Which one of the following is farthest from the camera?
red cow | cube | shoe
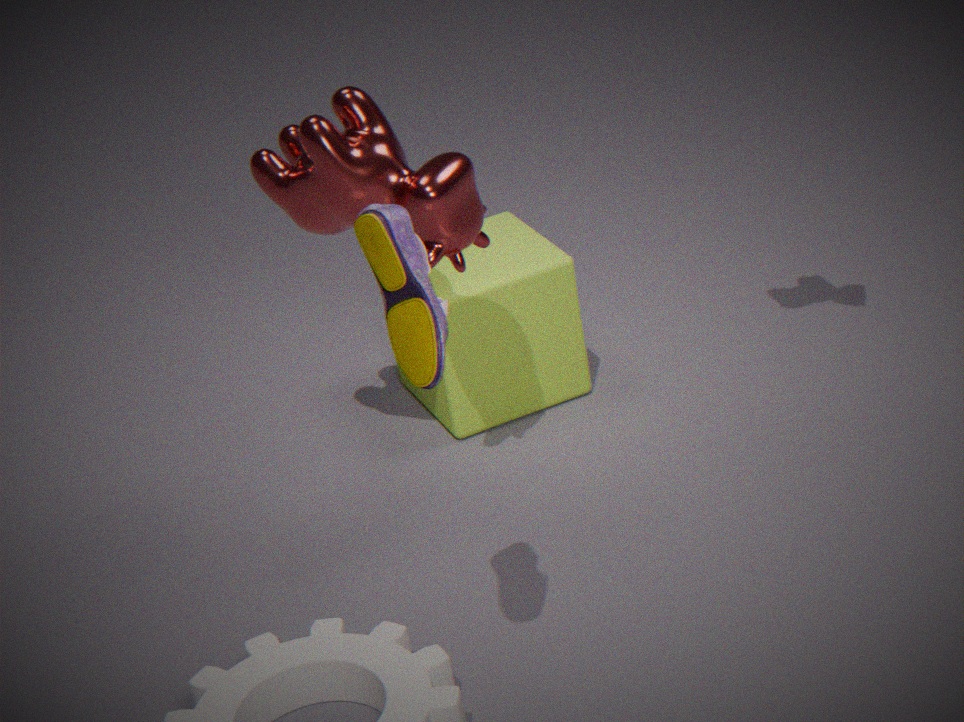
cube
